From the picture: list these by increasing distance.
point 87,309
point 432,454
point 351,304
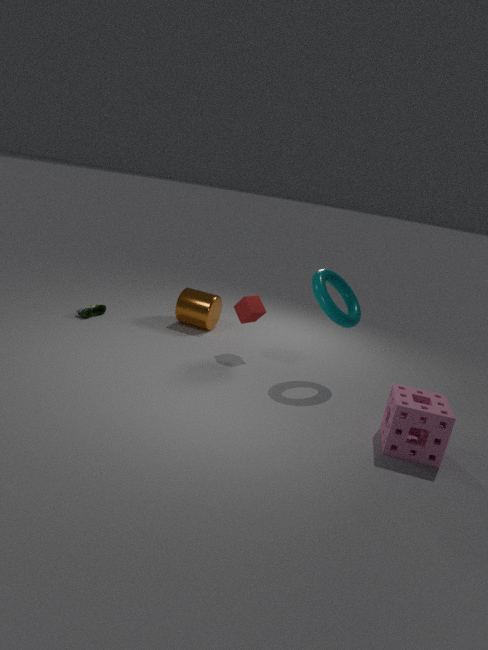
point 432,454 → point 351,304 → point 87,309
